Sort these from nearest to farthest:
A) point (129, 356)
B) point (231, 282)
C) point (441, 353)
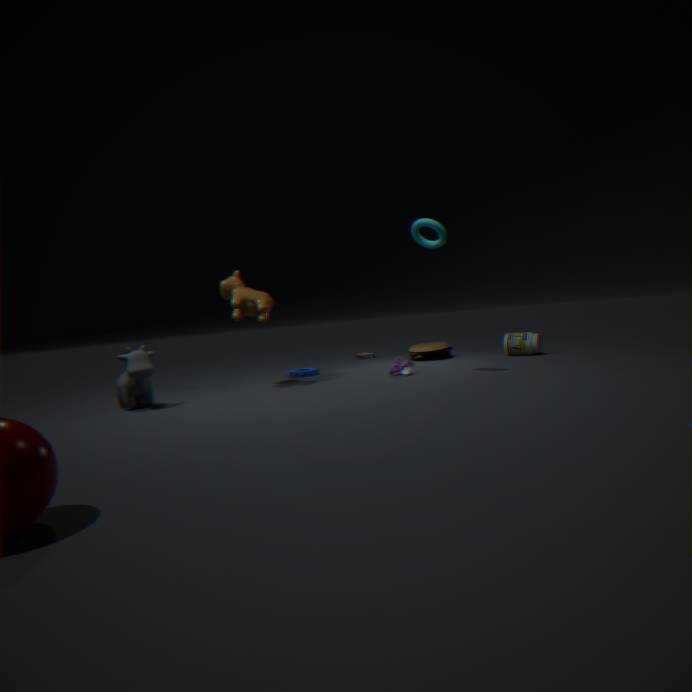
point (129, 356)
point (231, 282)
point (441, 353)
